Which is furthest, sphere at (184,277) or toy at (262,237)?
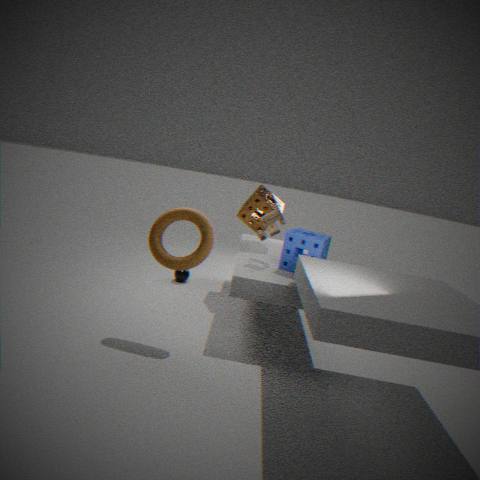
sphere at (184,277)
